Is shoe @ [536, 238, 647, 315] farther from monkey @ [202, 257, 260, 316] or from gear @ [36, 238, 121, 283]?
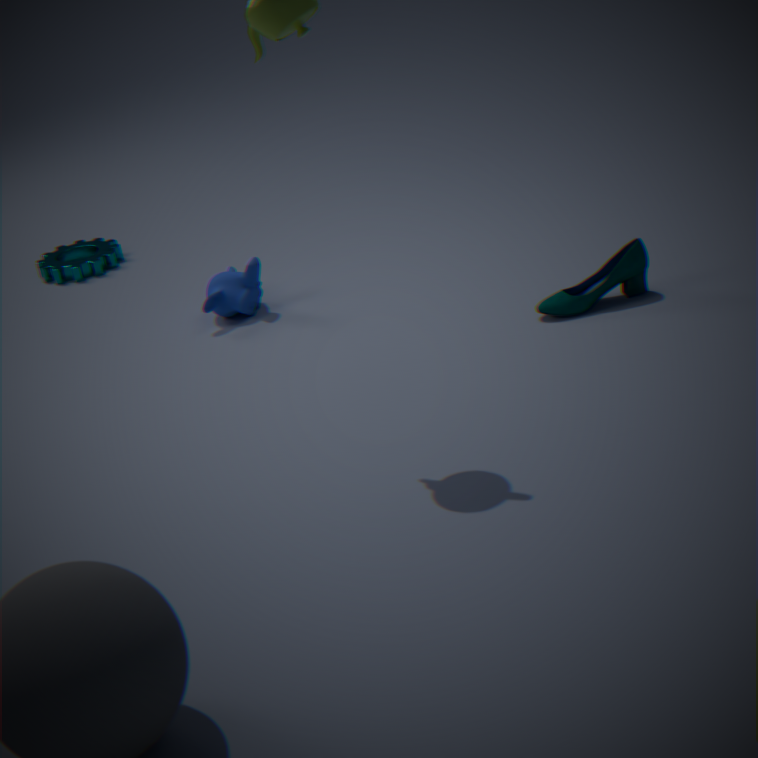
gear @ [36, 238, 121, 283]
